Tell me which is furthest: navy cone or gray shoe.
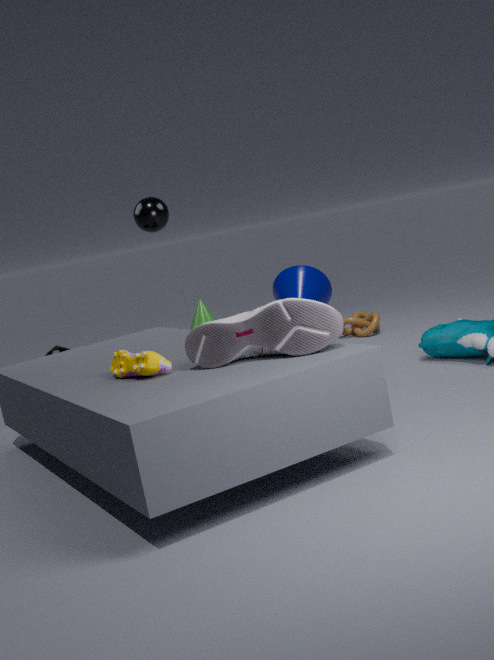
navy cone
